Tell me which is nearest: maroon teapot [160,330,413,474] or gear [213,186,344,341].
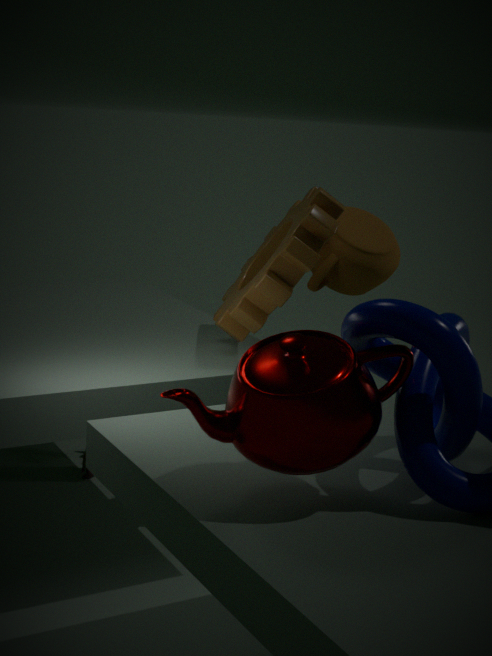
maroon teapot [160,330,413,474]
